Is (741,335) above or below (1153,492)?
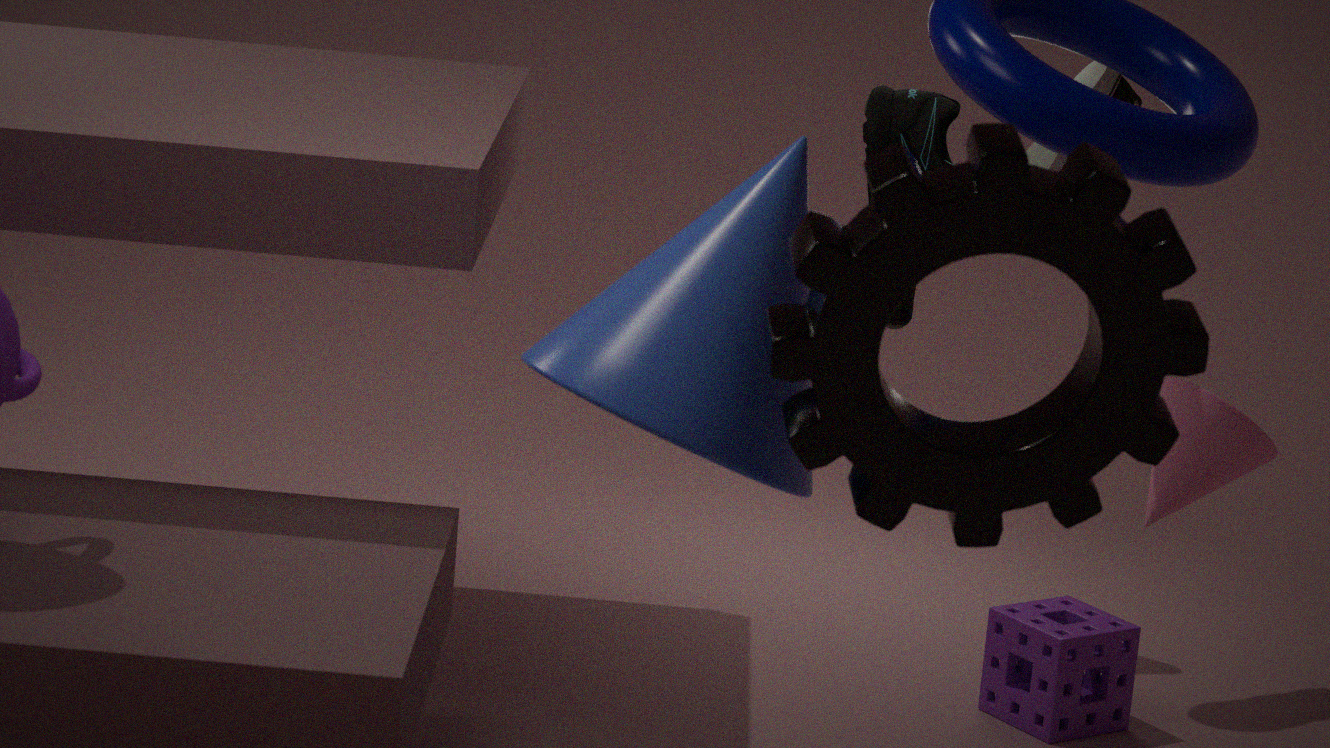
above
